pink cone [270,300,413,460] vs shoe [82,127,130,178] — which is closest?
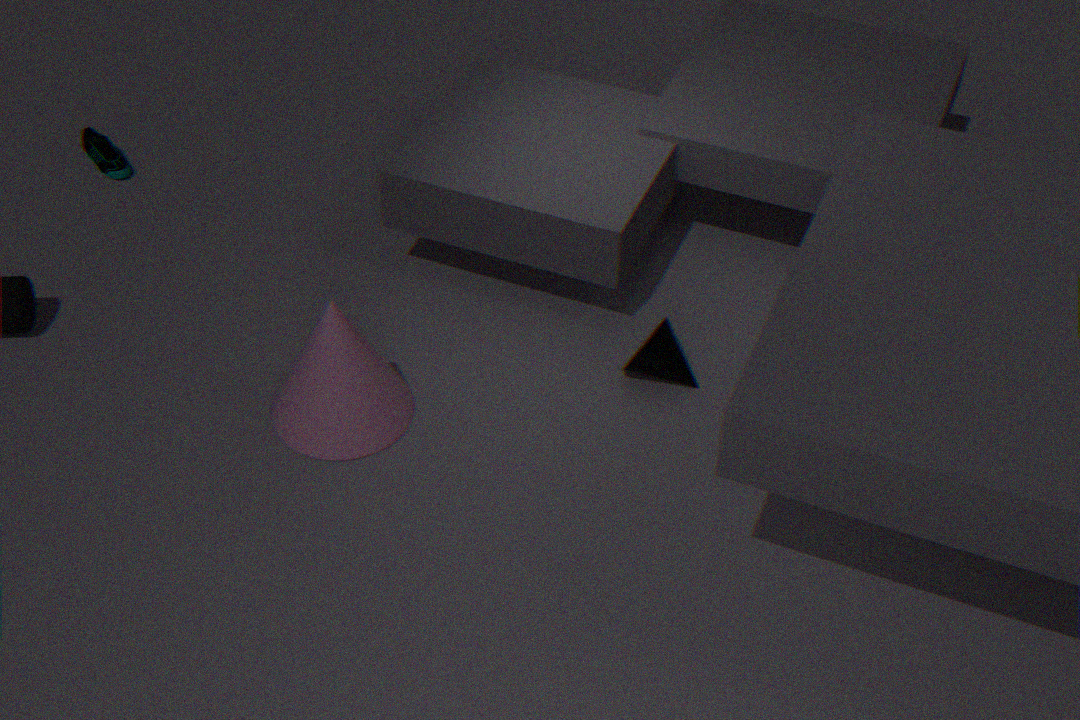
pink cone [270,300,413,460]
